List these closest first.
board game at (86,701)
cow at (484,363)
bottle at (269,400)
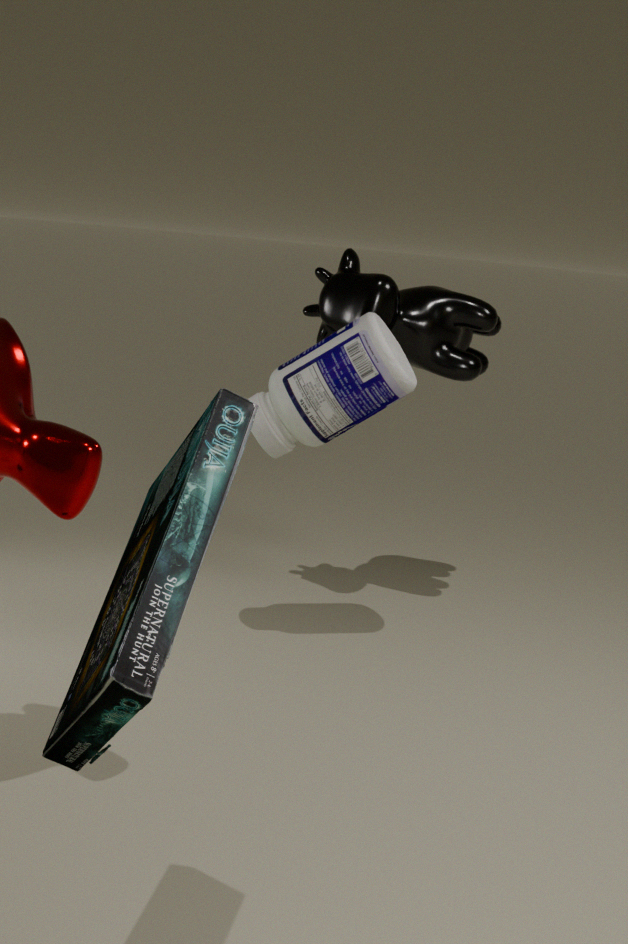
board game at (86,701)
bottle at (269,400)
cow at (484,363)
